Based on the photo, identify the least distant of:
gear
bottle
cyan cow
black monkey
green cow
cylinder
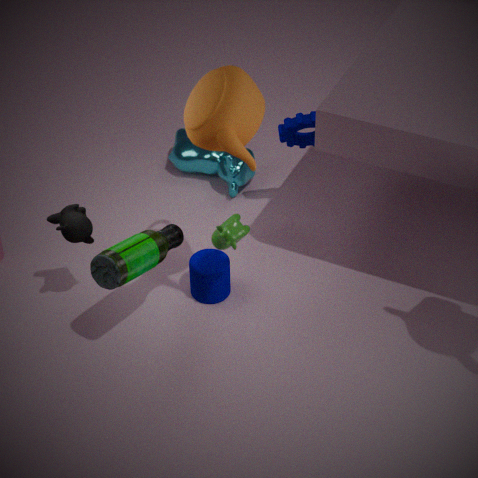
bottle
